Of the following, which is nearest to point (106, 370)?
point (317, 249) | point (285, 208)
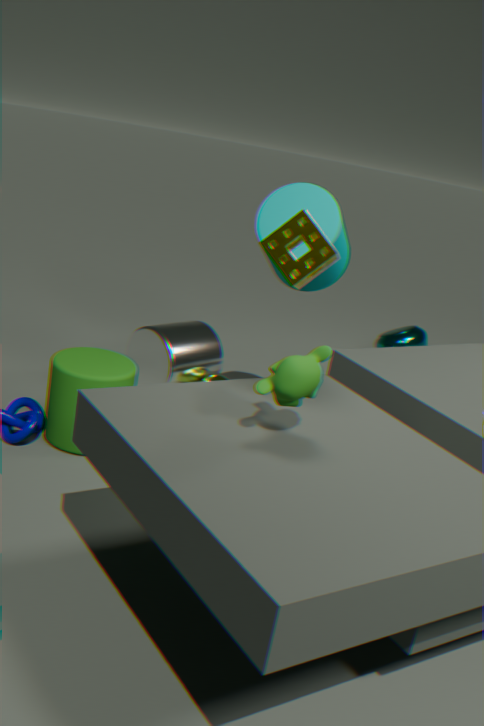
point (285, 208)
